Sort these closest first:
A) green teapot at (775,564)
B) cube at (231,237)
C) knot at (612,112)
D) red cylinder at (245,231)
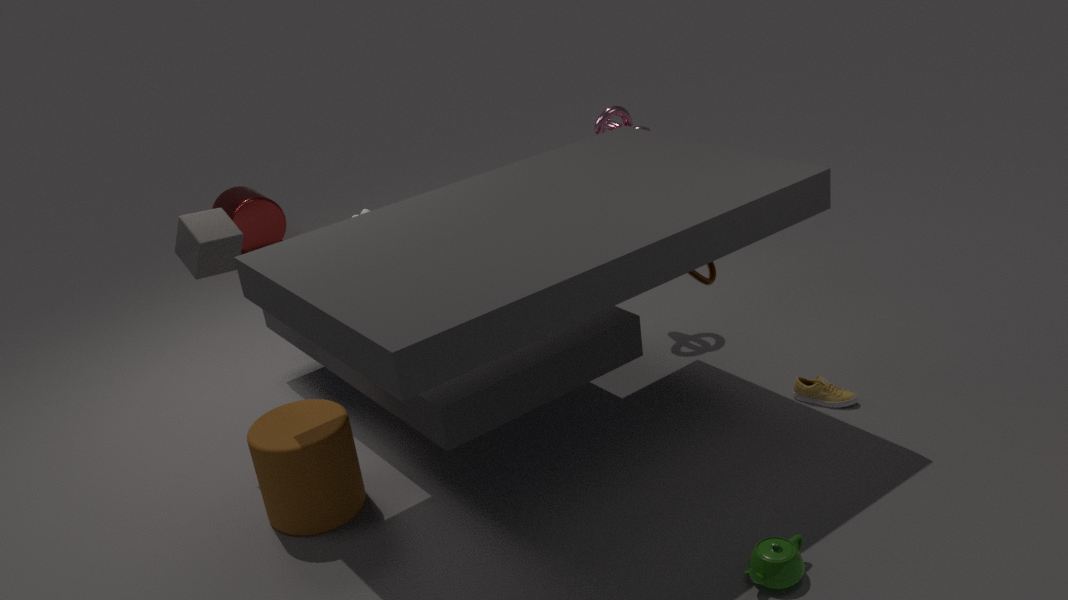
green teapot at (775,564), cube at (231,237), knot at (612,112), red cylinder at (245,231)
